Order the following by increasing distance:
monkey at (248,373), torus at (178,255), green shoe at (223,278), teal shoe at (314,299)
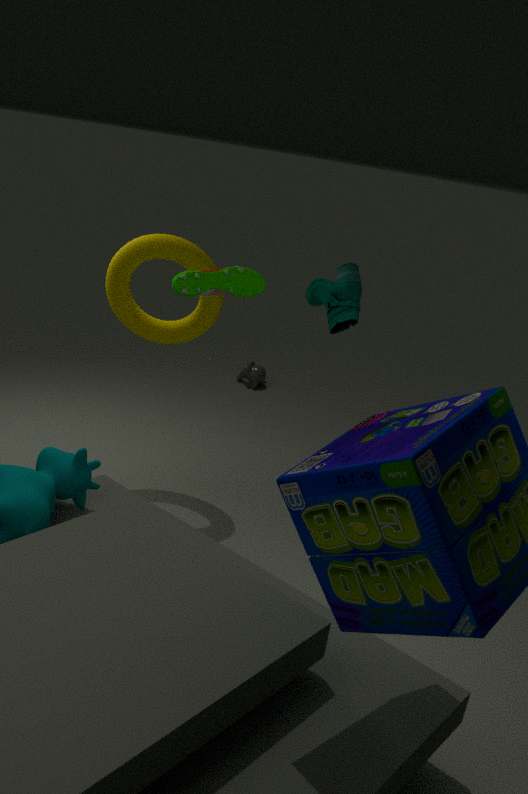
green shoe at (223,278), teal shoe at (314,299), torus at (178,255), monkey at (248,373)
